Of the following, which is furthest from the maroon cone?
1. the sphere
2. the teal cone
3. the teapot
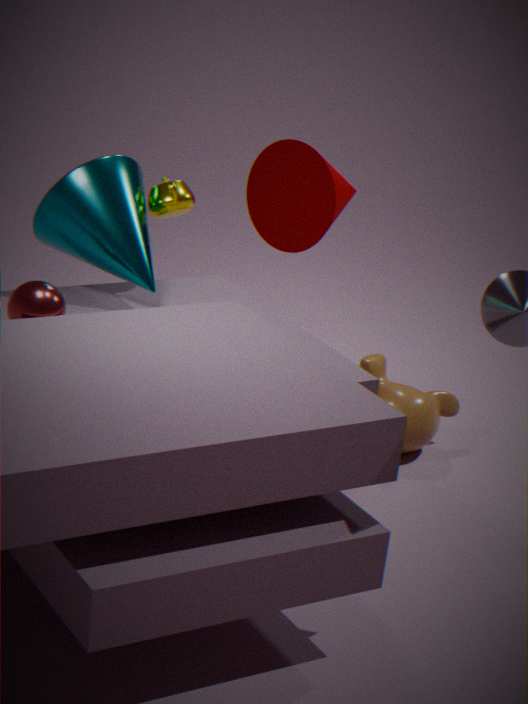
the sphere
